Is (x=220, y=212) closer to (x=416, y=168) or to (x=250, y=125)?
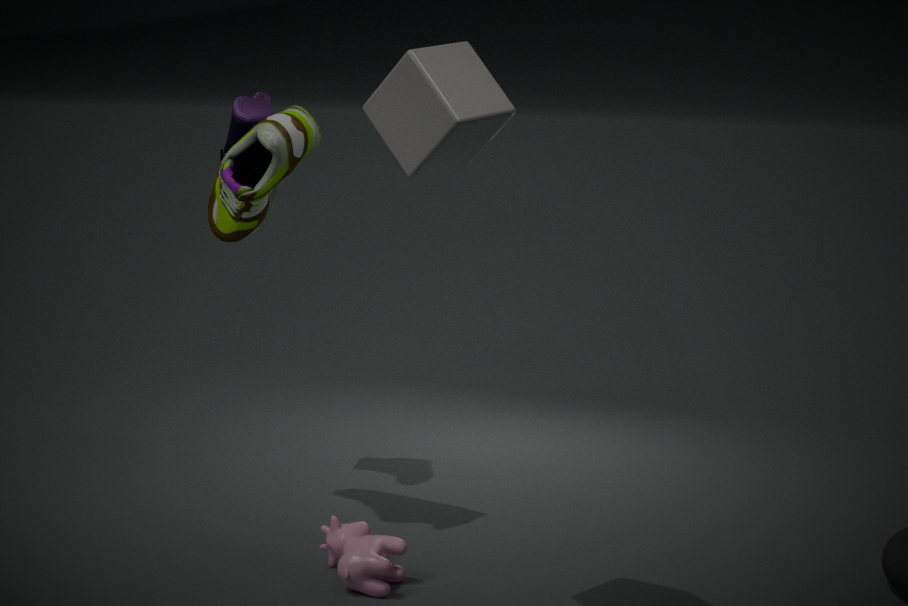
(x=250, y=125)
